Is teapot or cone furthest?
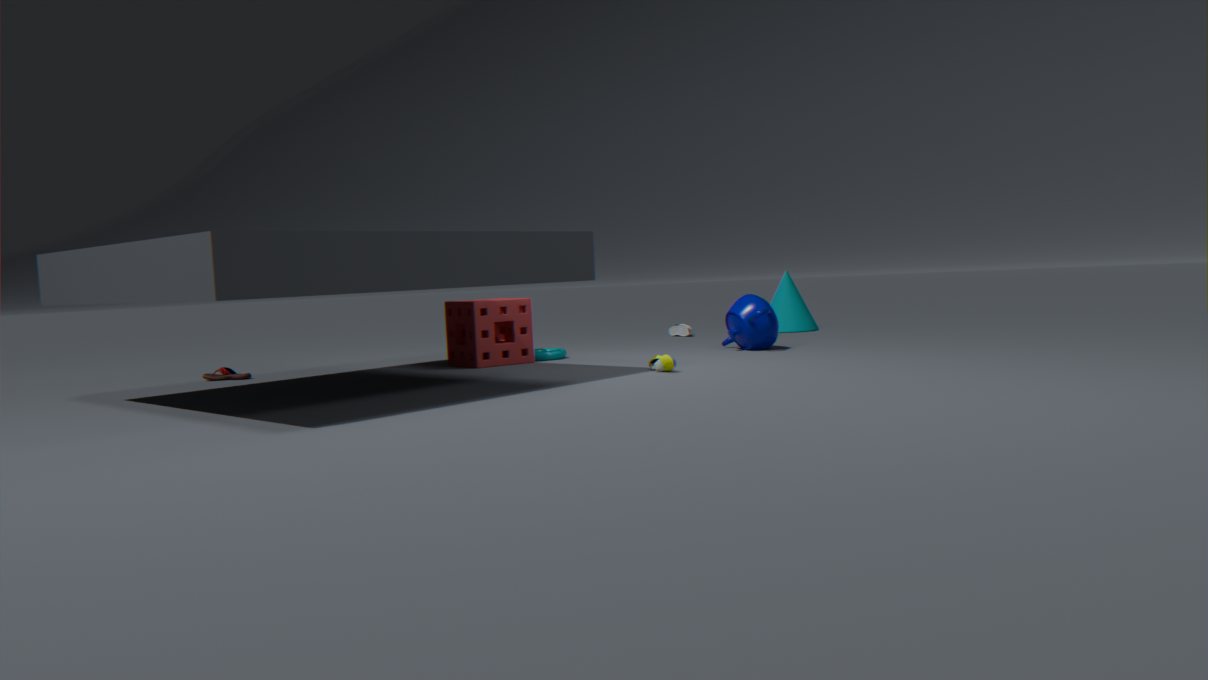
cone
